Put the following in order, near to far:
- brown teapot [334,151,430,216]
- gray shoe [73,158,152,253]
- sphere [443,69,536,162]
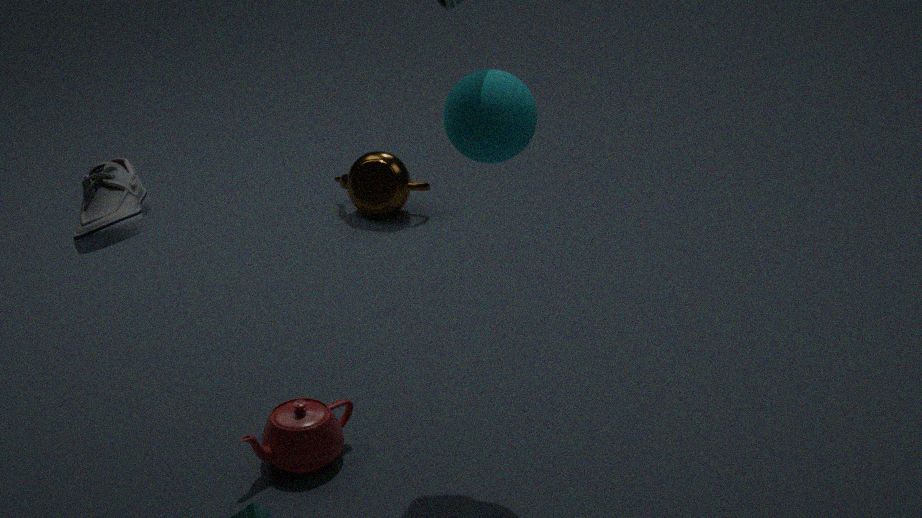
gray shoe [73,158,152,253]
sphere [443,69,536,162]
brown teapot [334,151,430,216]
